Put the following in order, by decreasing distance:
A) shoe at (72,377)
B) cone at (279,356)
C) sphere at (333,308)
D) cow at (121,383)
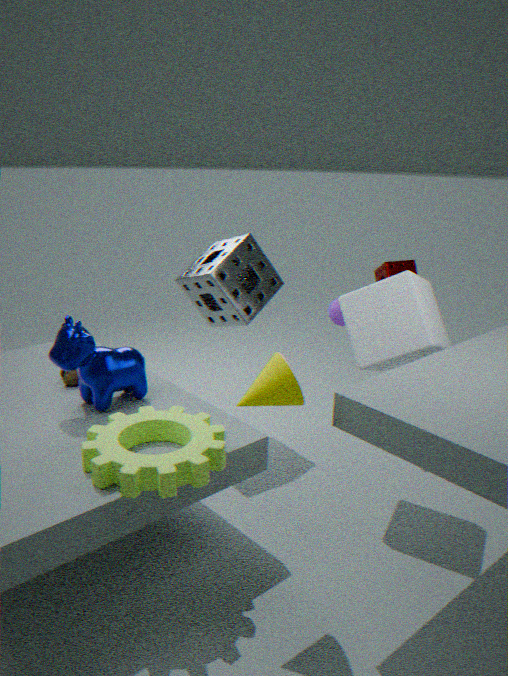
sphere at (333,308), shoe at (72,377), cow at (121,383), cone at (279,356)
